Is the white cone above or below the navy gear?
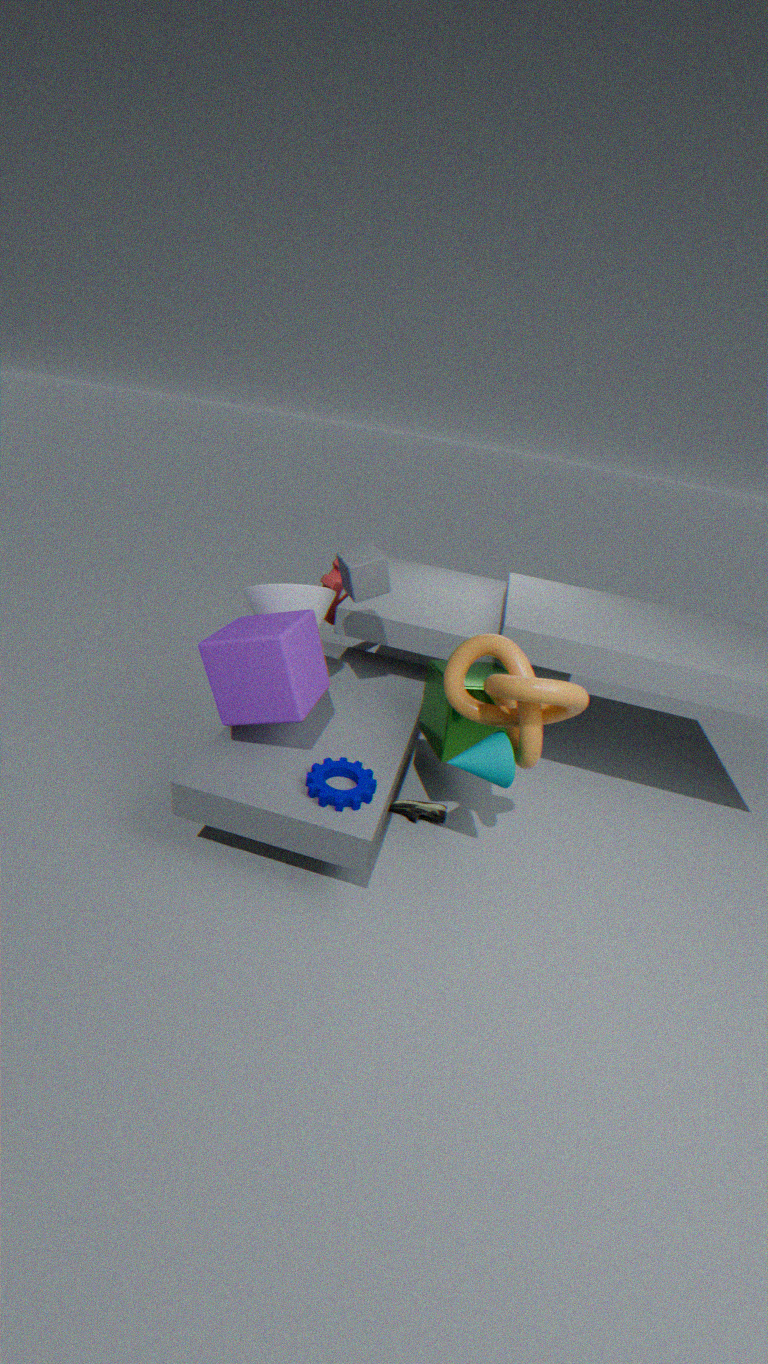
above
